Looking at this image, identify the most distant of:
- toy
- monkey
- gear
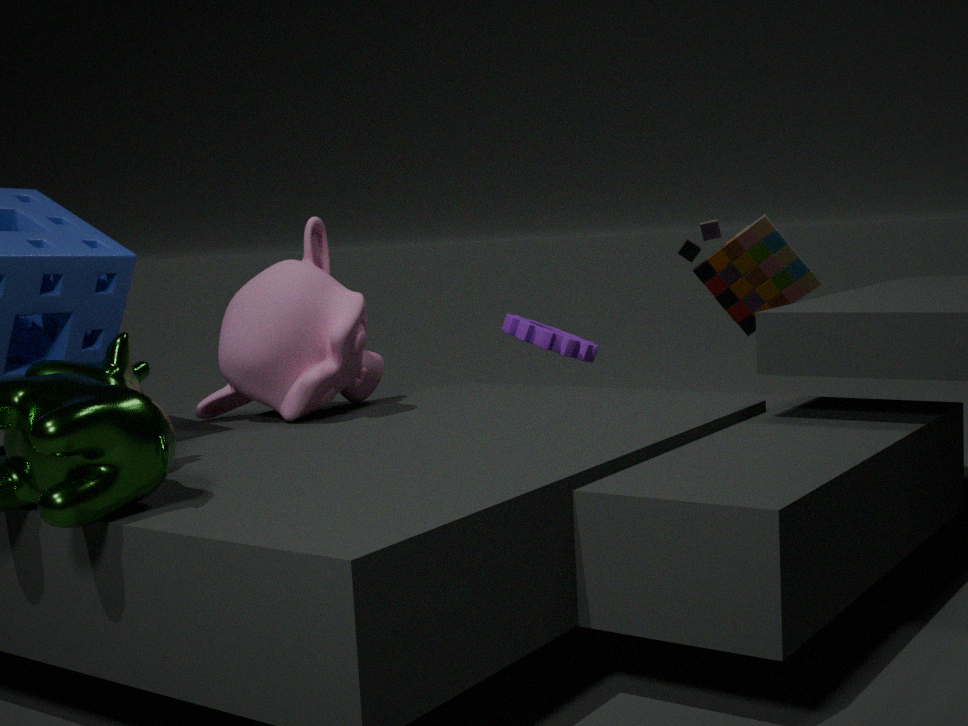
gear
